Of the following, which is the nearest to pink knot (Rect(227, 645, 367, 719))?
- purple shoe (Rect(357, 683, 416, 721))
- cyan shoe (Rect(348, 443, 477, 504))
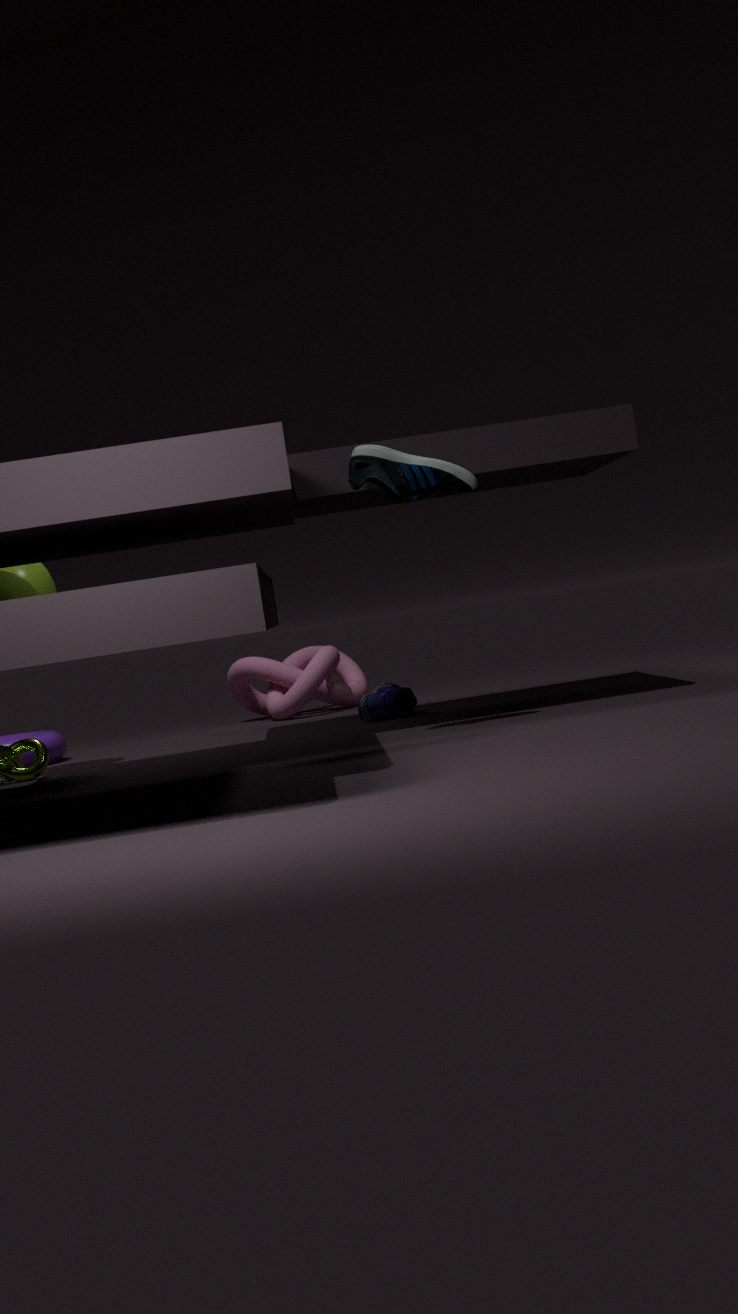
purple shoe (Rect(357, 683, 416, 721))
